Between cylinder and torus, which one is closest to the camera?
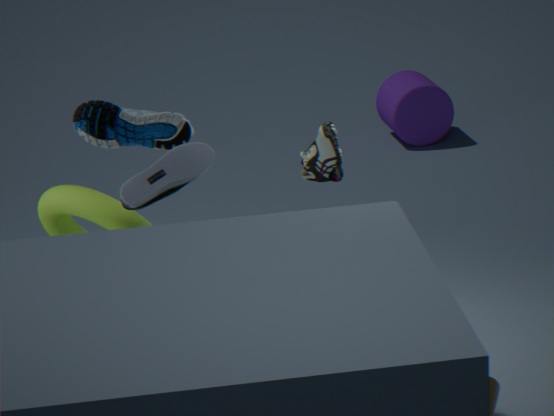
torus
